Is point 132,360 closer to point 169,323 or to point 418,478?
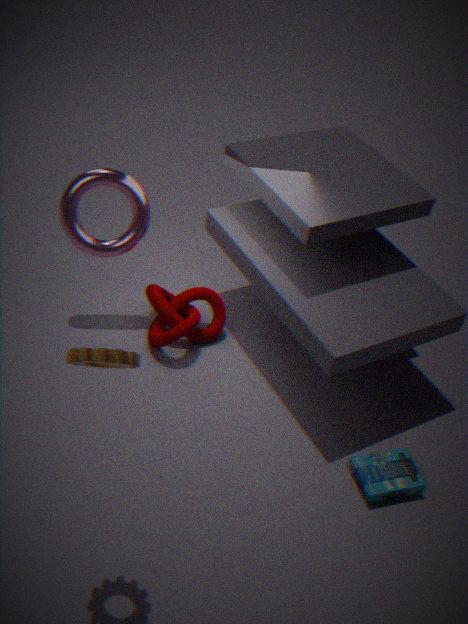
point 169,323
